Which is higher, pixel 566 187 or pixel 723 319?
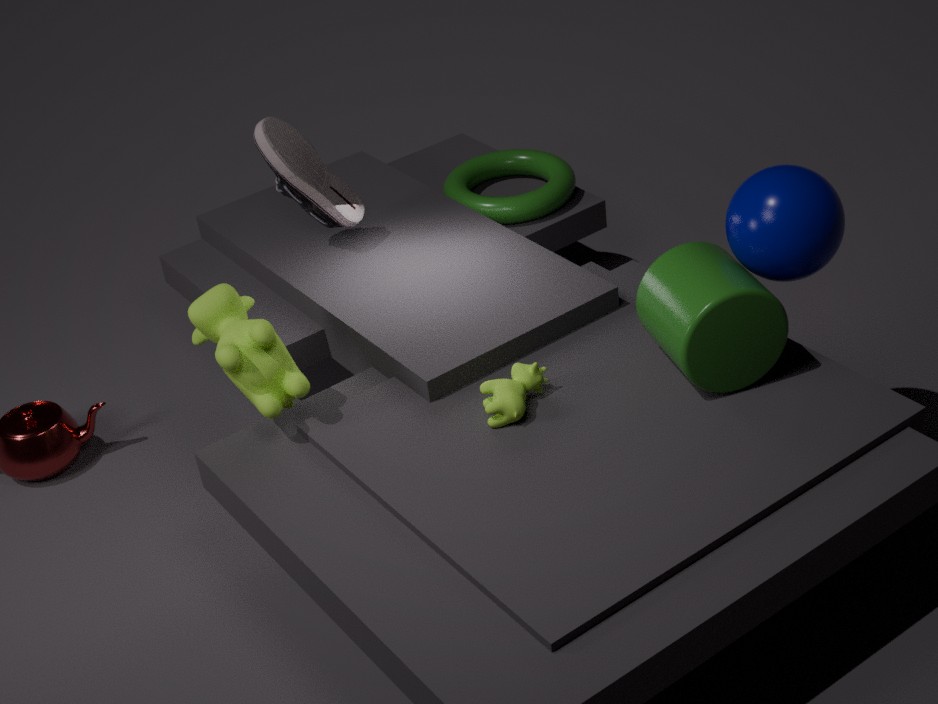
pixel 723 319
